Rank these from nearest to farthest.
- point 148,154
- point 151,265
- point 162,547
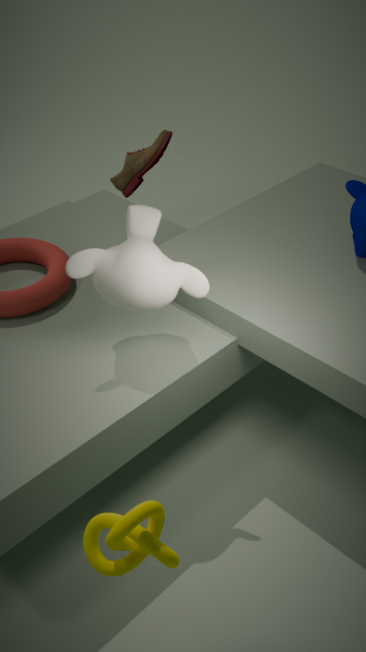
point 162,547 < point 151,265 < point 148,154
